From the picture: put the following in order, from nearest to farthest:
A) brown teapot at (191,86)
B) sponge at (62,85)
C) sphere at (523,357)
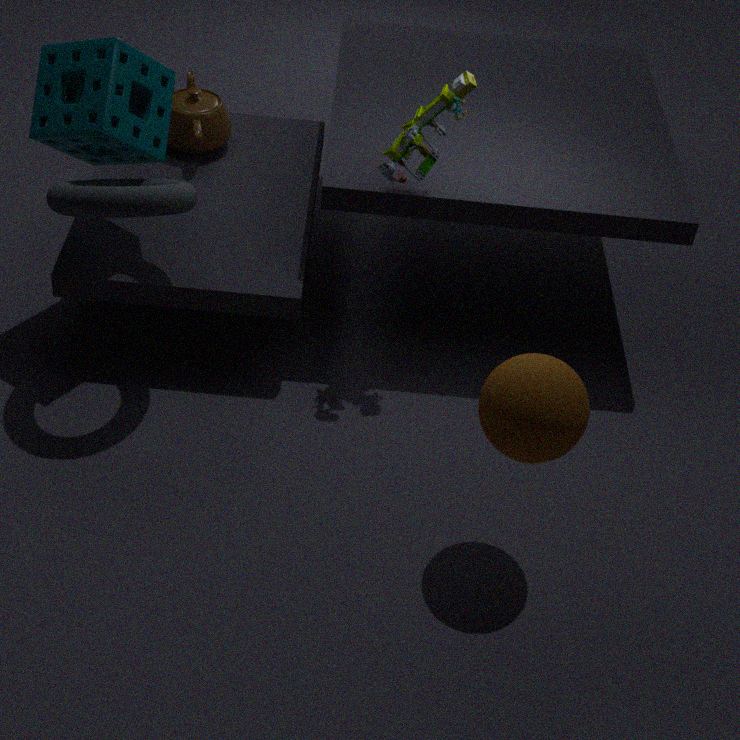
sphere at (523,357) → sponge at (62,85) → brown teapot at (191,86)
